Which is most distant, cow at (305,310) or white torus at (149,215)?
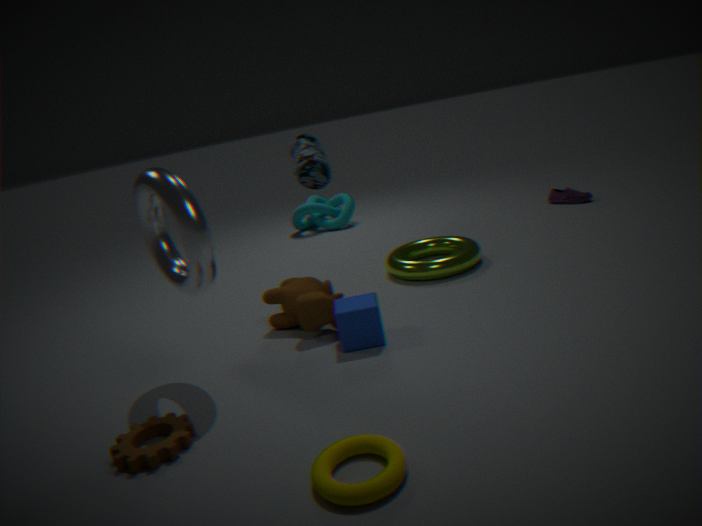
cow at (305,310)
